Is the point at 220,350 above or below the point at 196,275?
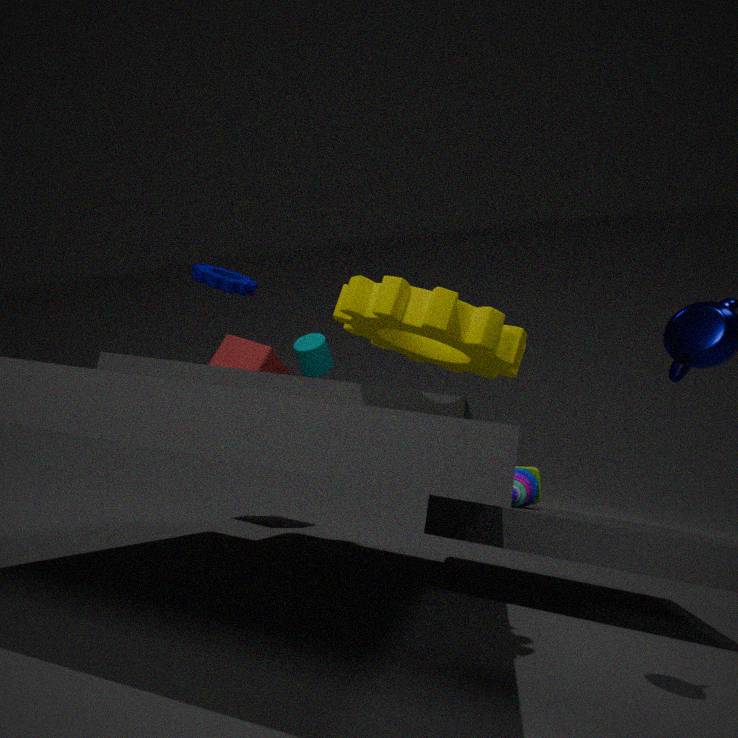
below
